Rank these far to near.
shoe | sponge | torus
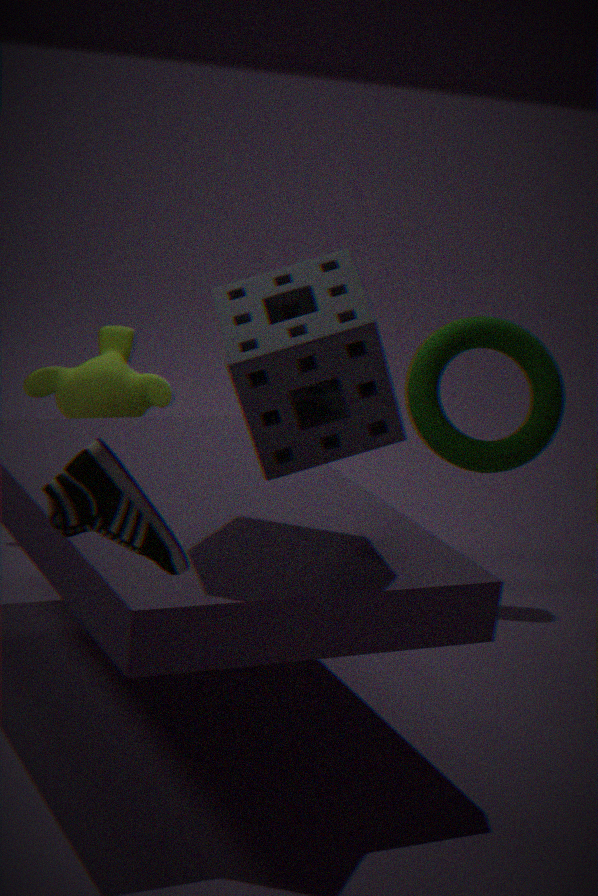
torus → sponge → shoe
